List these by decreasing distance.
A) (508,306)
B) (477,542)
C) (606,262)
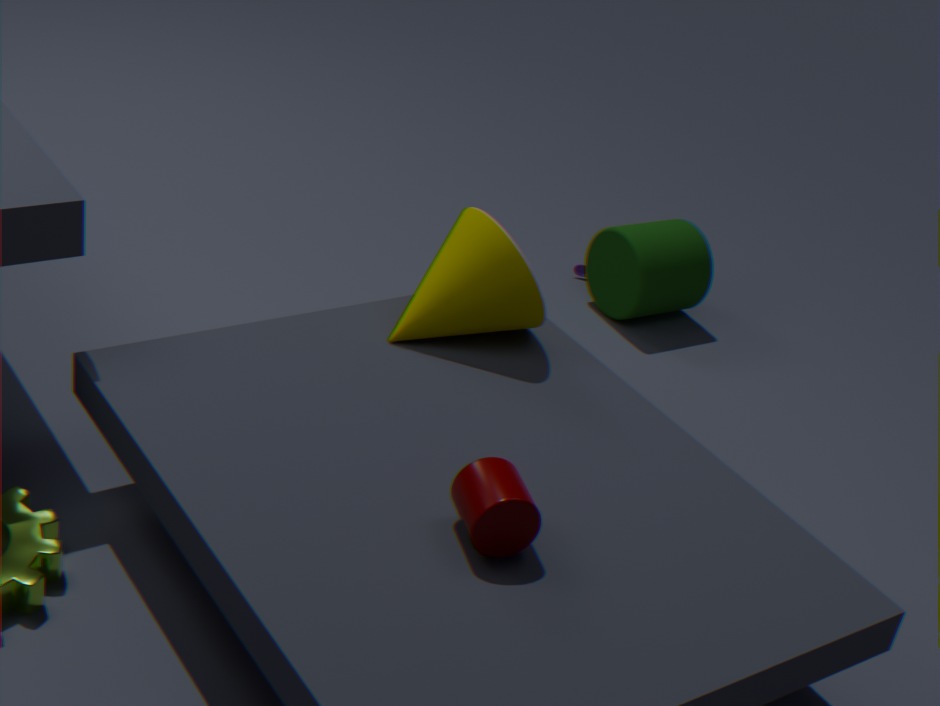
(606,262) → (508,306) → (477,542)
